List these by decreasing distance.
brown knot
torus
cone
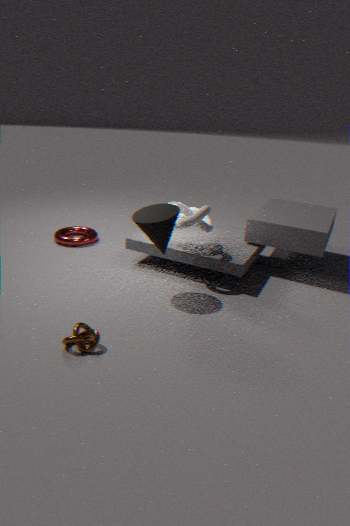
torus
cone
brown knot
